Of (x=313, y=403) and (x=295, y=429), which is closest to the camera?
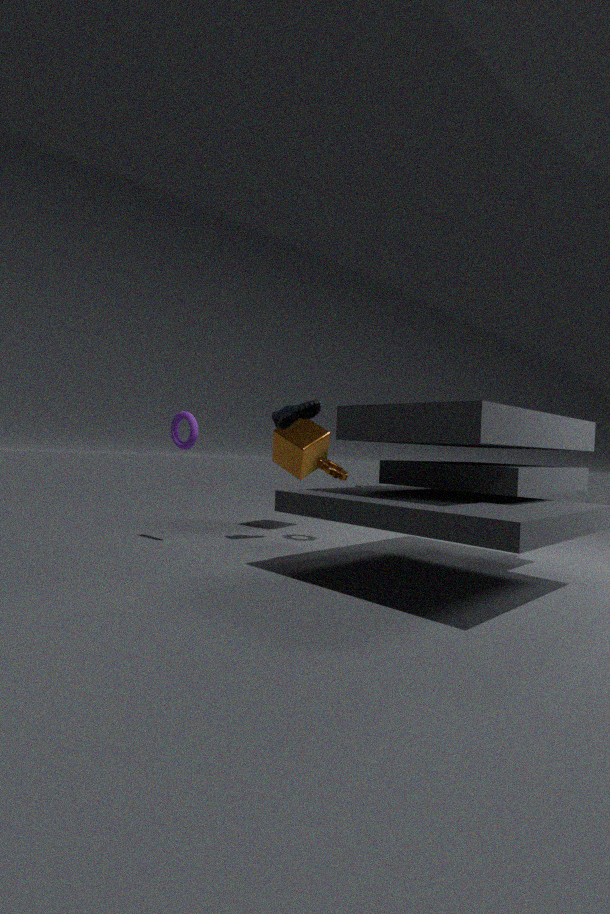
(x=313, y=403)
